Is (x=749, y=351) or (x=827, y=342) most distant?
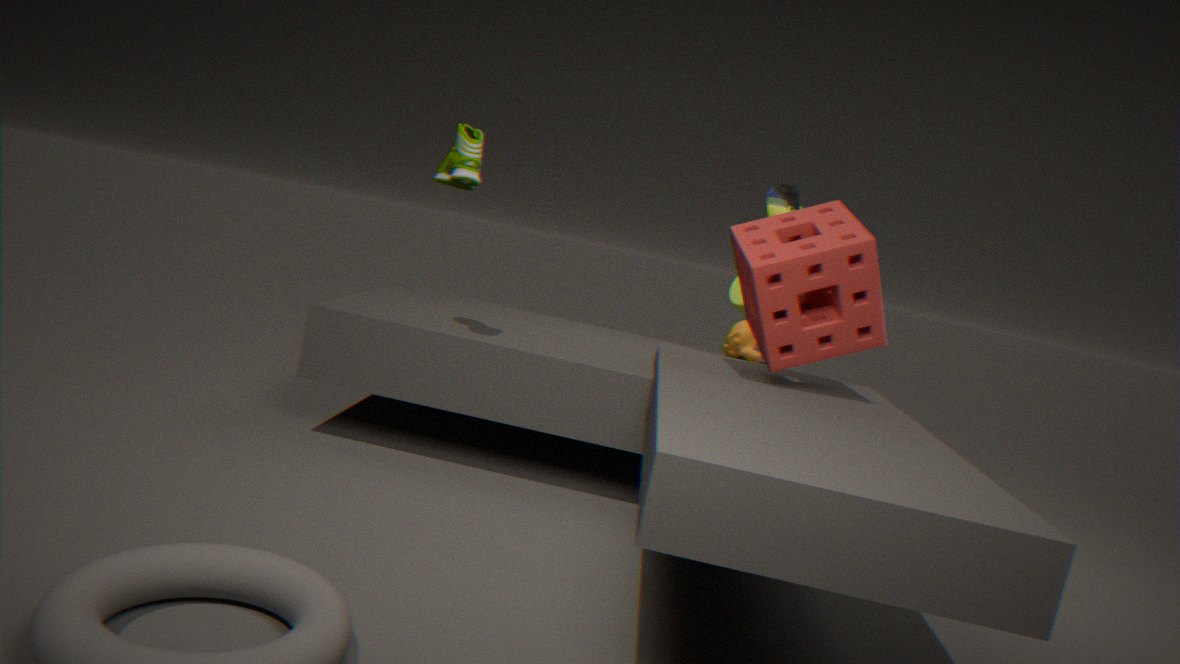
(x=749, y=351)
